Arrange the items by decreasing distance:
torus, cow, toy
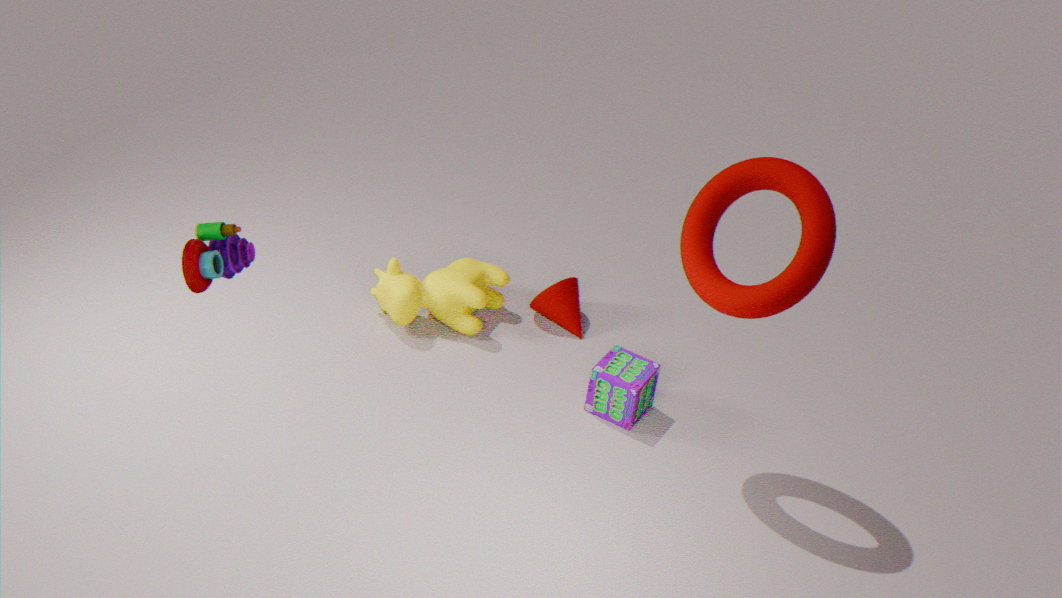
cow, torus, toy
